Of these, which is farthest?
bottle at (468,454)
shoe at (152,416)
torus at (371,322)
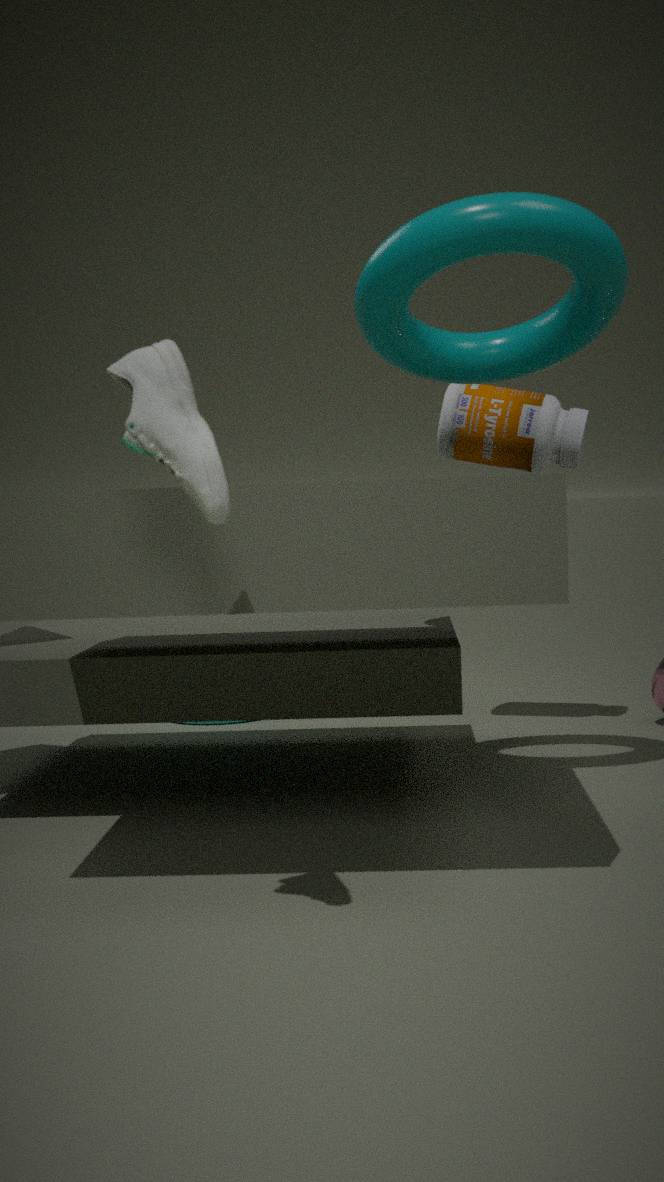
bottle at (468,454)
